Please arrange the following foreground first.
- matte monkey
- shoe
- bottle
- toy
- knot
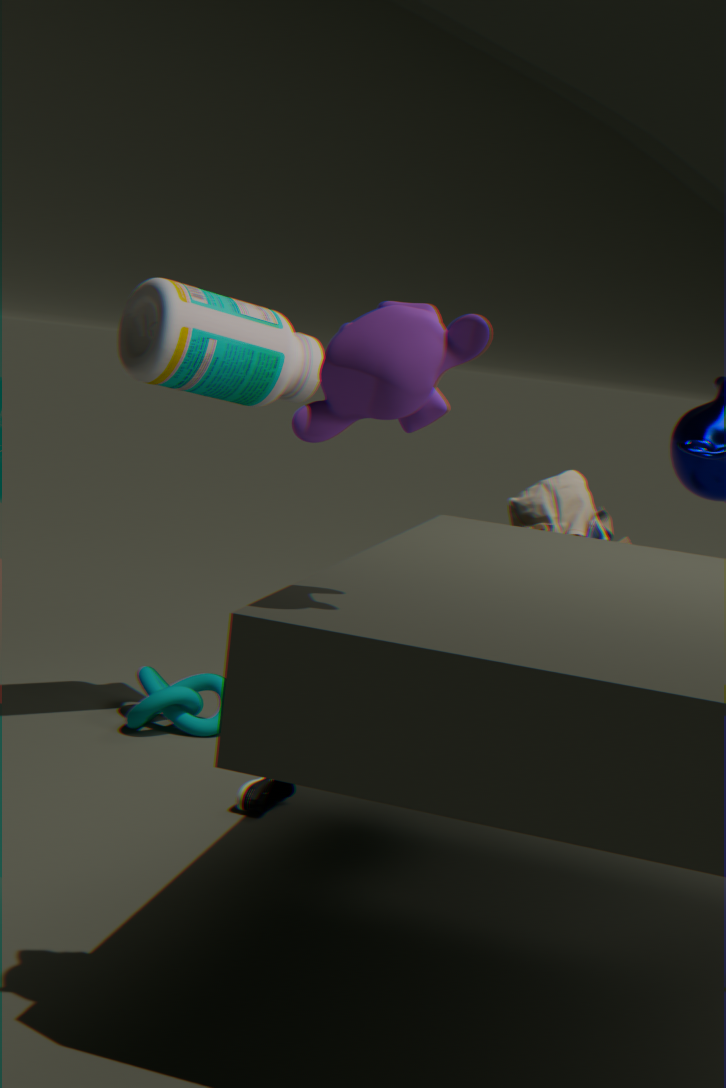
matte monkey, shoe, toy, bottle, knot
